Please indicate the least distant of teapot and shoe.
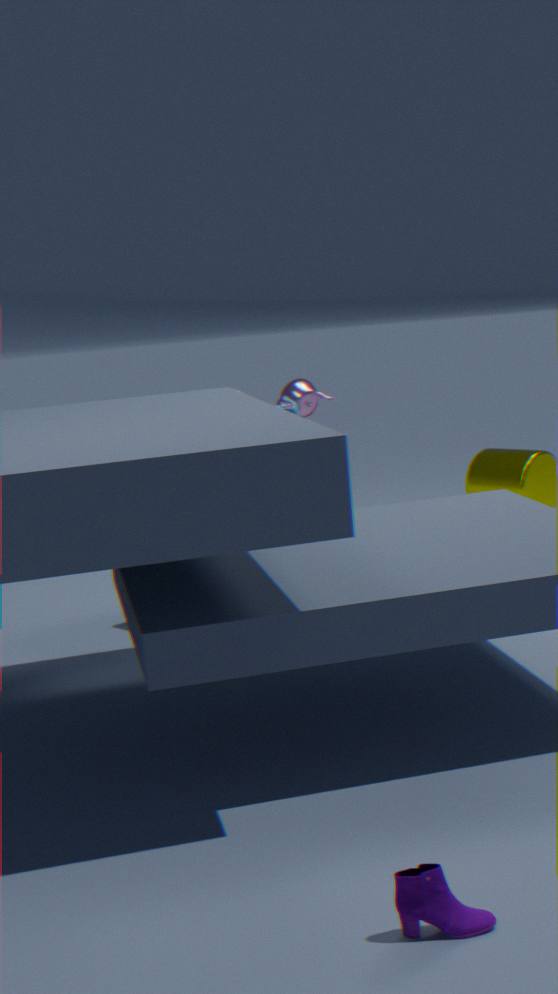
shoe
